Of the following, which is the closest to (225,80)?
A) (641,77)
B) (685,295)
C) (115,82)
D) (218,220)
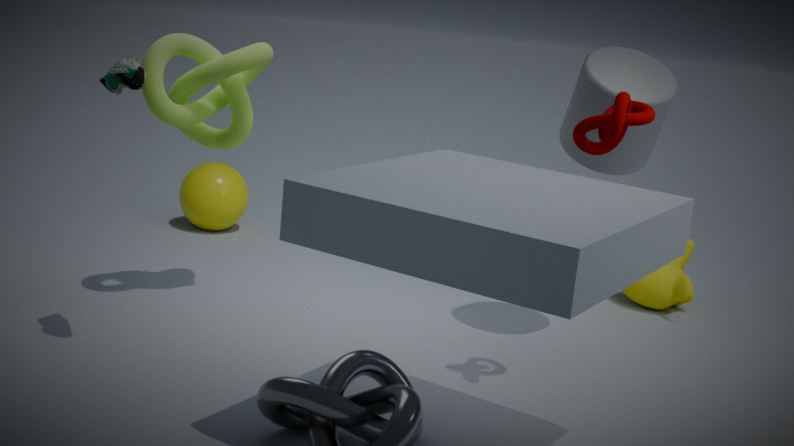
(115,82)
